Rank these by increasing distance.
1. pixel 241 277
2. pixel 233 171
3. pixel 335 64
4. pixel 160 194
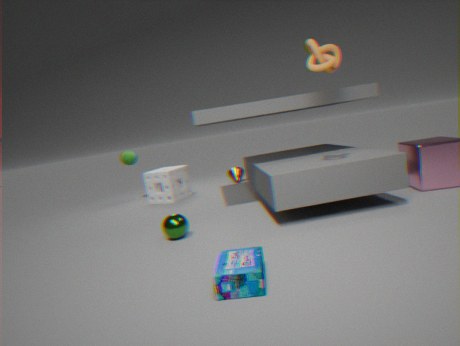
pixel 241 277, pixel 335 64, pixel 160 194, pixel 233 171
